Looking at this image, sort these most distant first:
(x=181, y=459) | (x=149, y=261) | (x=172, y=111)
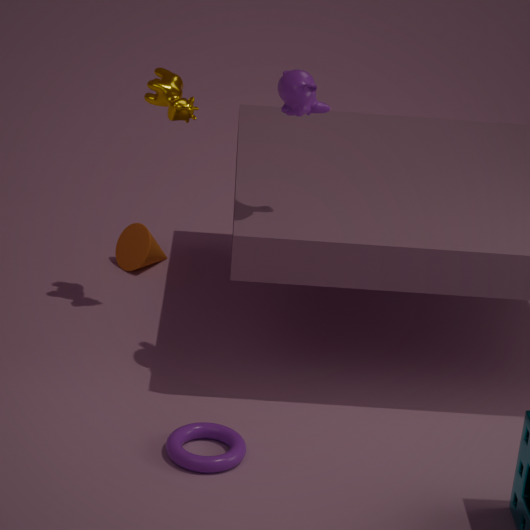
(x=149, y=261)
(x=172, y=111)
(x=181, y=459)
